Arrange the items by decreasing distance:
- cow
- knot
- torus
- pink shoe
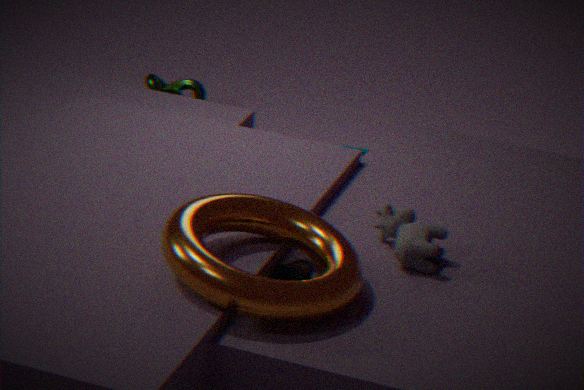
knot → cow → pink shoe → torus
